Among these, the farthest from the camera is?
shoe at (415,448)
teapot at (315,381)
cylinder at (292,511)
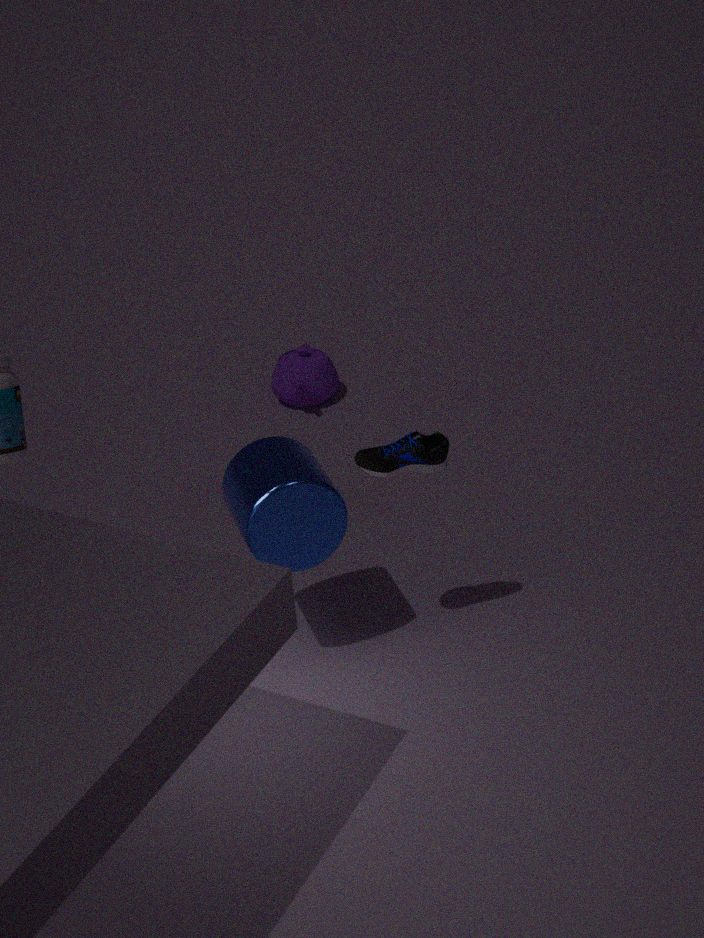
teapot at (315,381)
